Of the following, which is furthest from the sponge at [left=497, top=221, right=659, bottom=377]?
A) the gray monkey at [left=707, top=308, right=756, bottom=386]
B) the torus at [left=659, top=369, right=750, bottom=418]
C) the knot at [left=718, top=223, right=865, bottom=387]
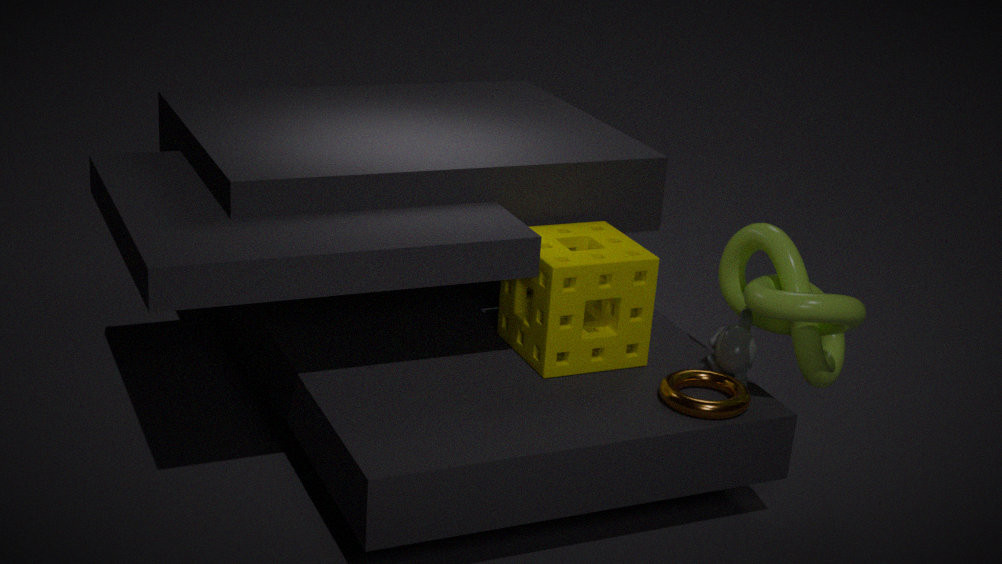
the knot at [left=718, top=223, right=865, bottom=387]
